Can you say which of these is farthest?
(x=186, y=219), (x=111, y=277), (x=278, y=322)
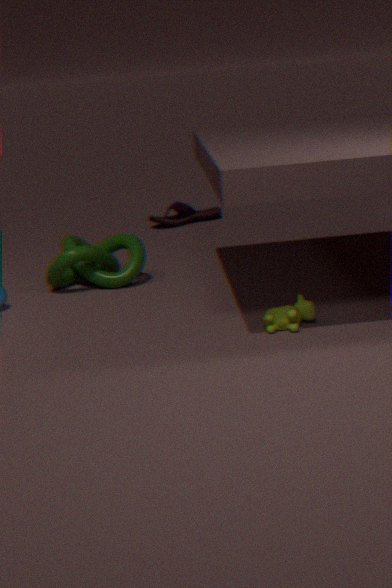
(x=186, y=219)
